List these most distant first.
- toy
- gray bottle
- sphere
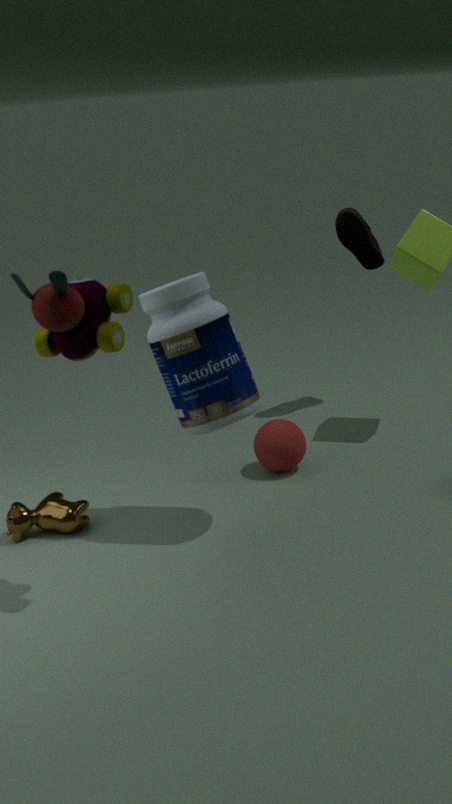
sphere, gray bottle, toy
